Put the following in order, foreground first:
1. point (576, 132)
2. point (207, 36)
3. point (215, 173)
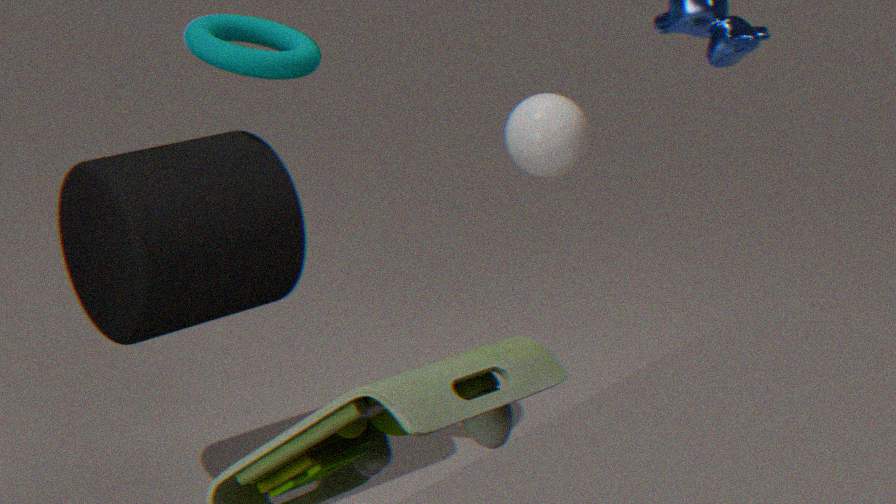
1. point (215, 173)
2. point (207, 36)
3. point (576, 132)
